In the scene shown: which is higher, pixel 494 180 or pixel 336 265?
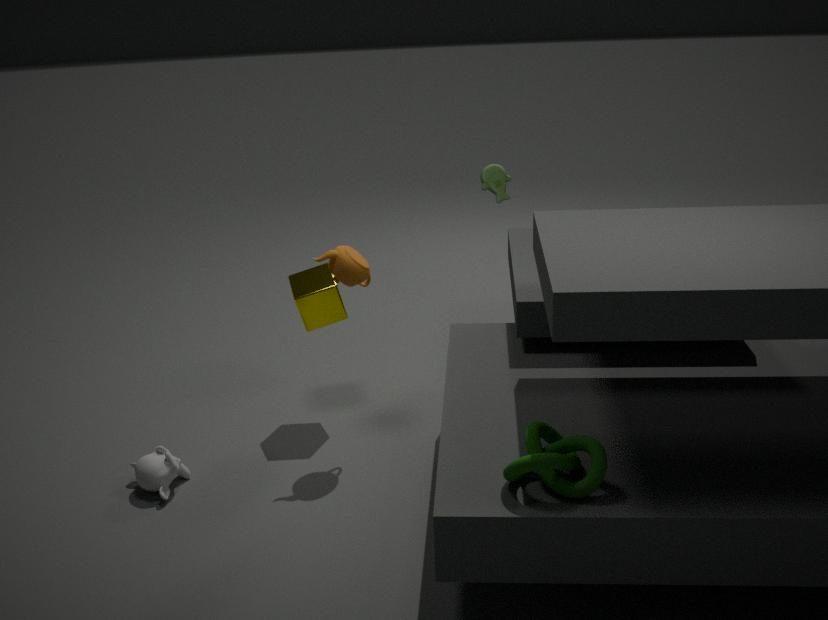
pixel 494 180
